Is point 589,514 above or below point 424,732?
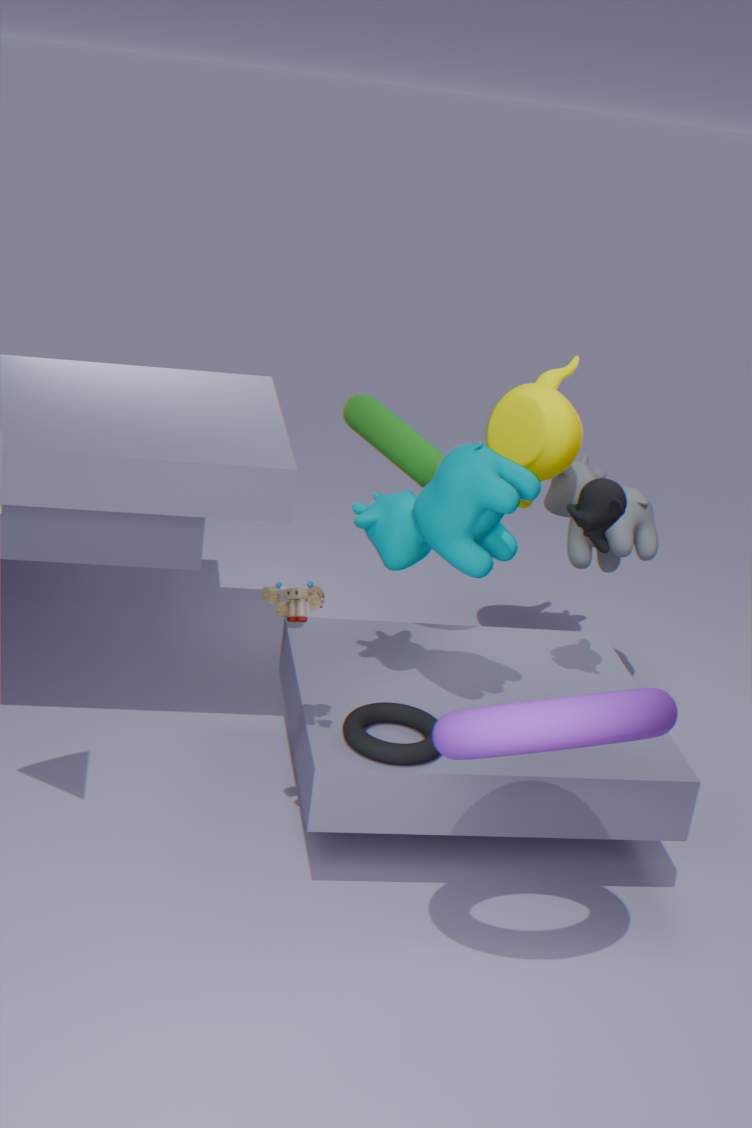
above
